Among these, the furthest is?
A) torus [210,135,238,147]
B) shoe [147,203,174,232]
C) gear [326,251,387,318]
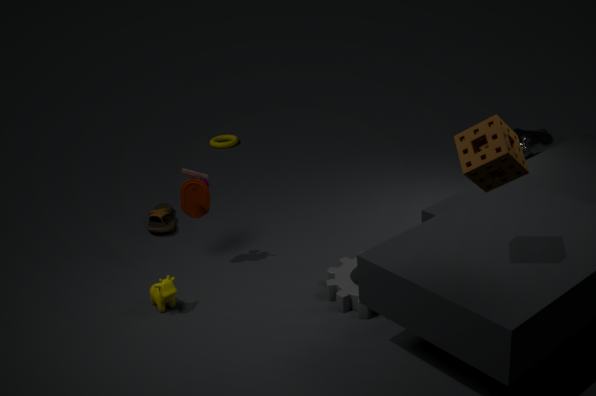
torus [210,135,238,147]
